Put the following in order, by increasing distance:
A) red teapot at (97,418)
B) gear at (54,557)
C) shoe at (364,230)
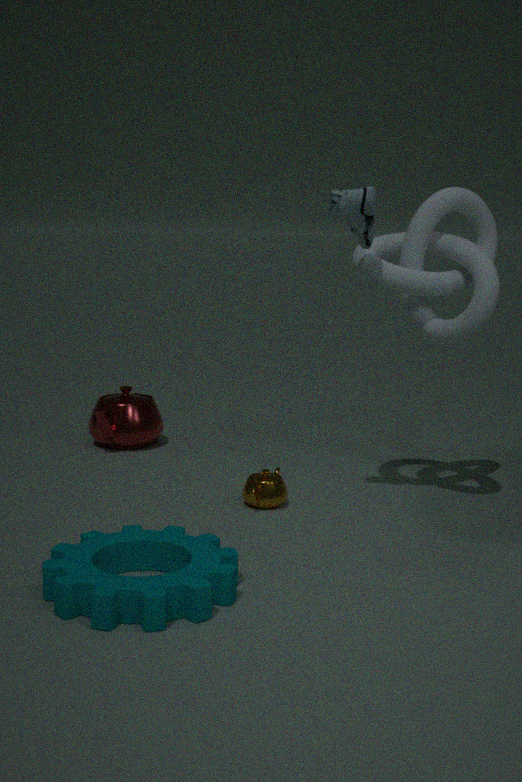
gear at (54,557) < shoe at (364,230) < red teapot at (97,418)
